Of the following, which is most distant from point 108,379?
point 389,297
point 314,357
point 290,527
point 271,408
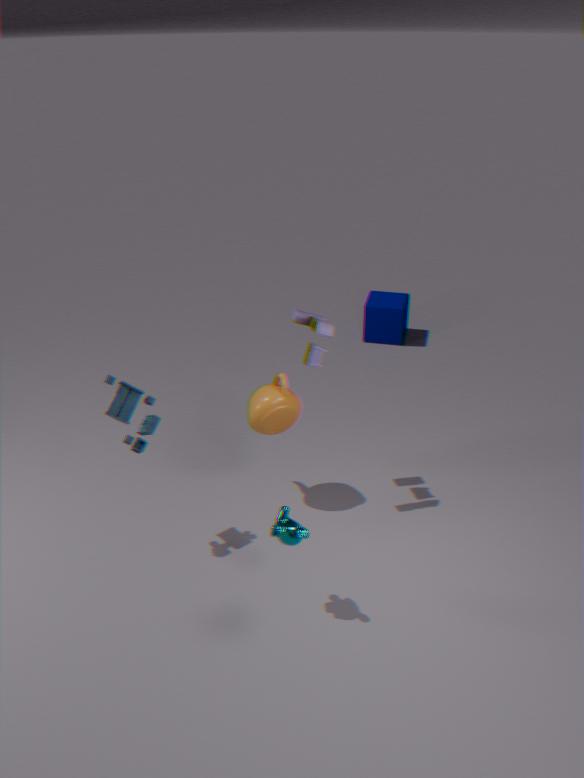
point 389,297
